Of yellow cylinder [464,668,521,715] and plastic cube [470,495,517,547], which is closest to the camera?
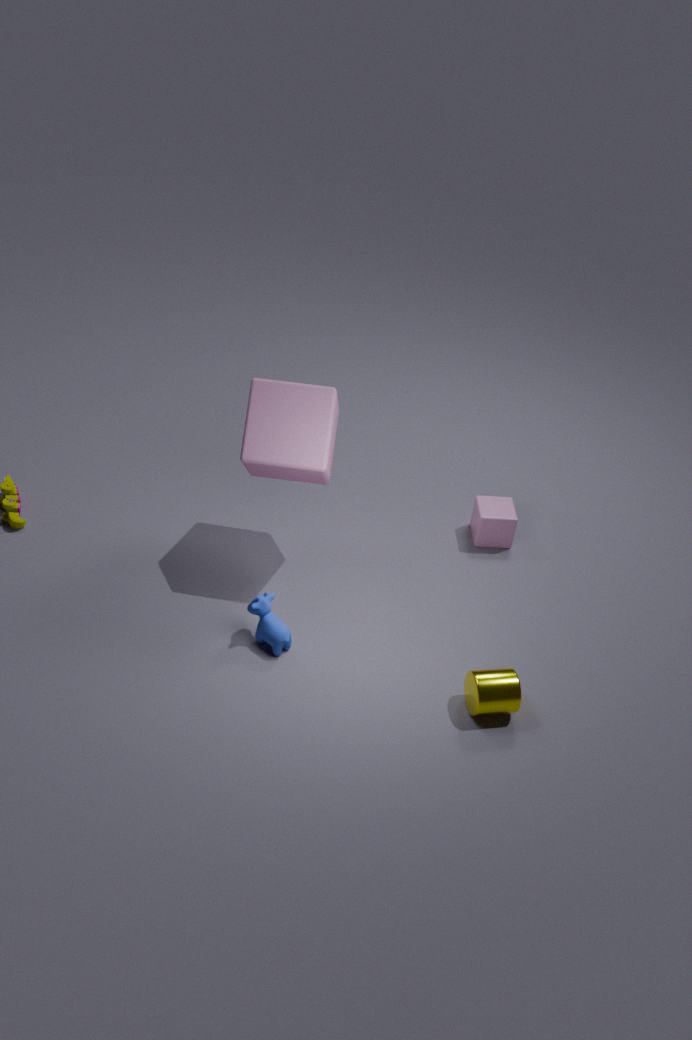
yellow cylinder [464,668,521,715]
